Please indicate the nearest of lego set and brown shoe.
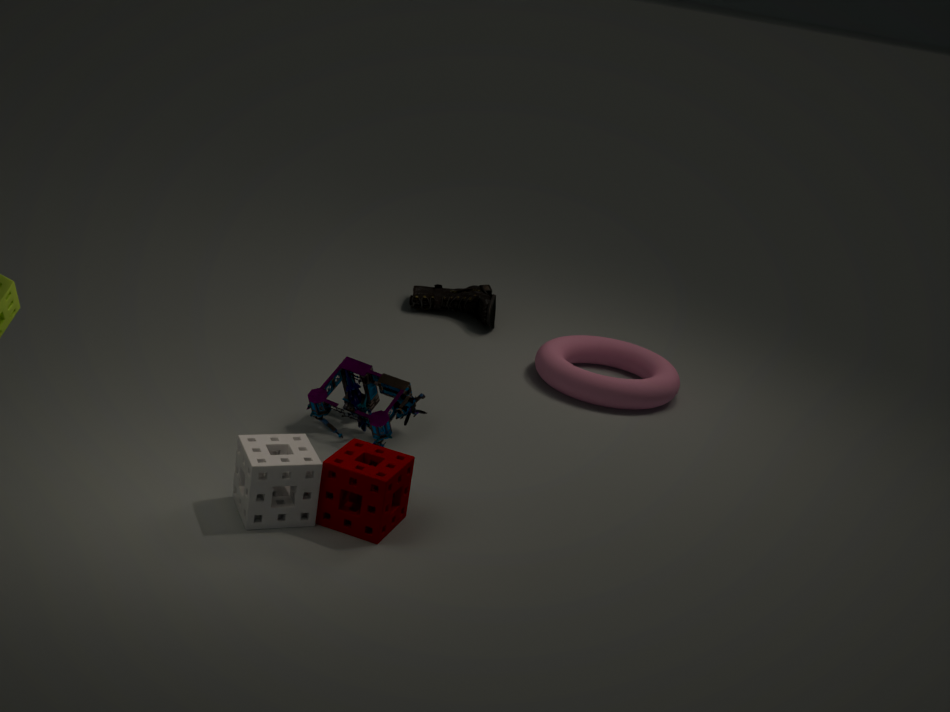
lego set
